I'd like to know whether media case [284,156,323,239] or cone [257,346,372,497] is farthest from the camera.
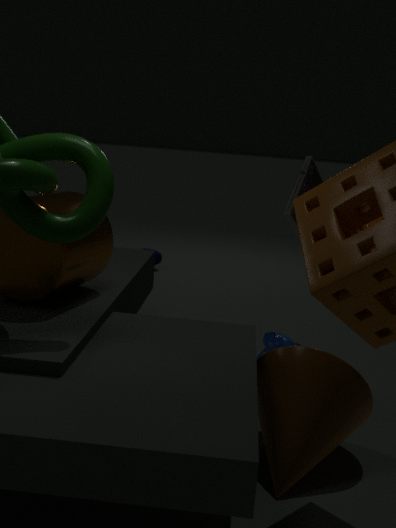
media case [284,156,323,239]
